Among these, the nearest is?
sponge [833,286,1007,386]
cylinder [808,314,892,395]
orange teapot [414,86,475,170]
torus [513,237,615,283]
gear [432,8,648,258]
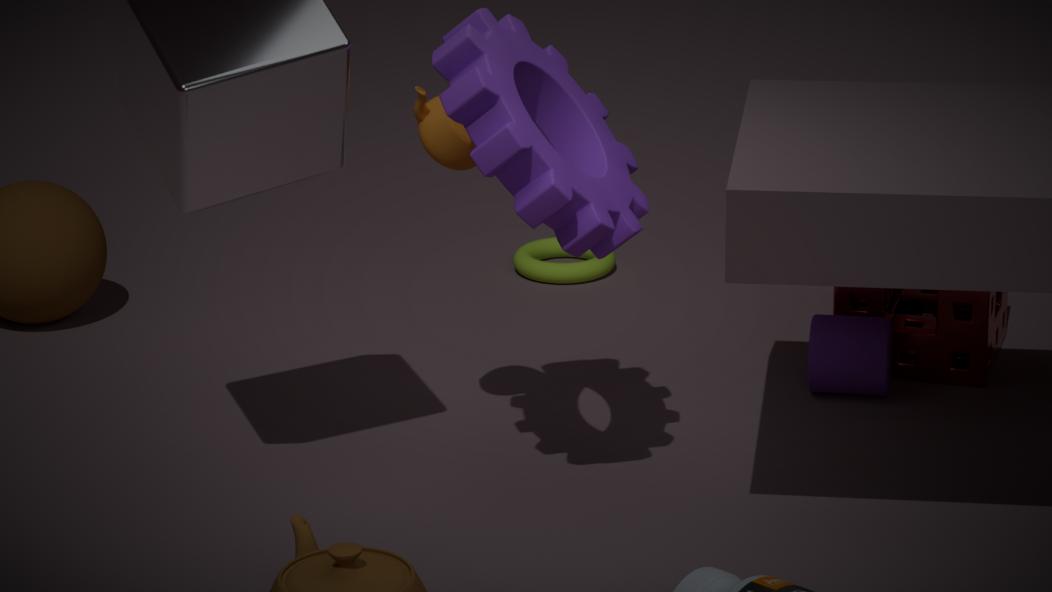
gear [432,8,648,258]
